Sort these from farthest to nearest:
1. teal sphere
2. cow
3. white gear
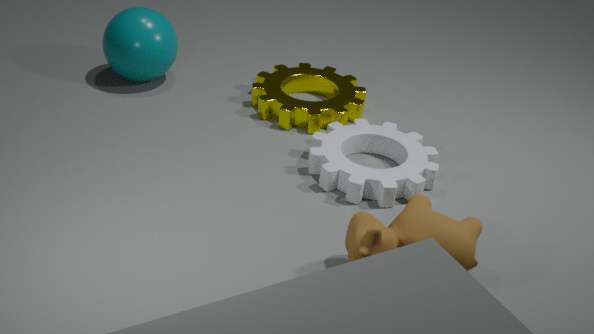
teal sphere → white gear → cow
